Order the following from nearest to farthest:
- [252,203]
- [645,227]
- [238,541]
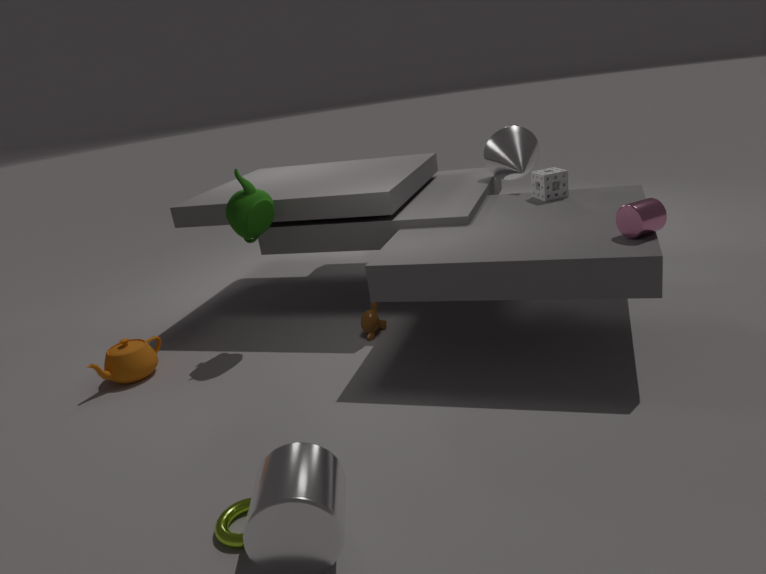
[238,541] → [645,227] → [252,203]
